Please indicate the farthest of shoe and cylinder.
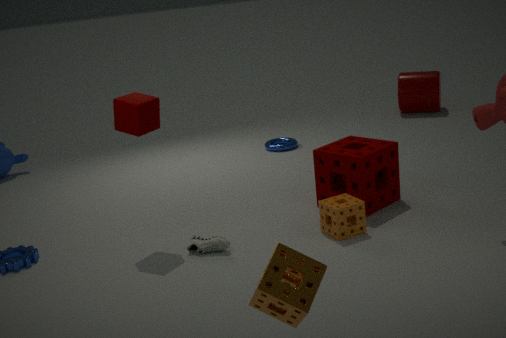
cylinder
